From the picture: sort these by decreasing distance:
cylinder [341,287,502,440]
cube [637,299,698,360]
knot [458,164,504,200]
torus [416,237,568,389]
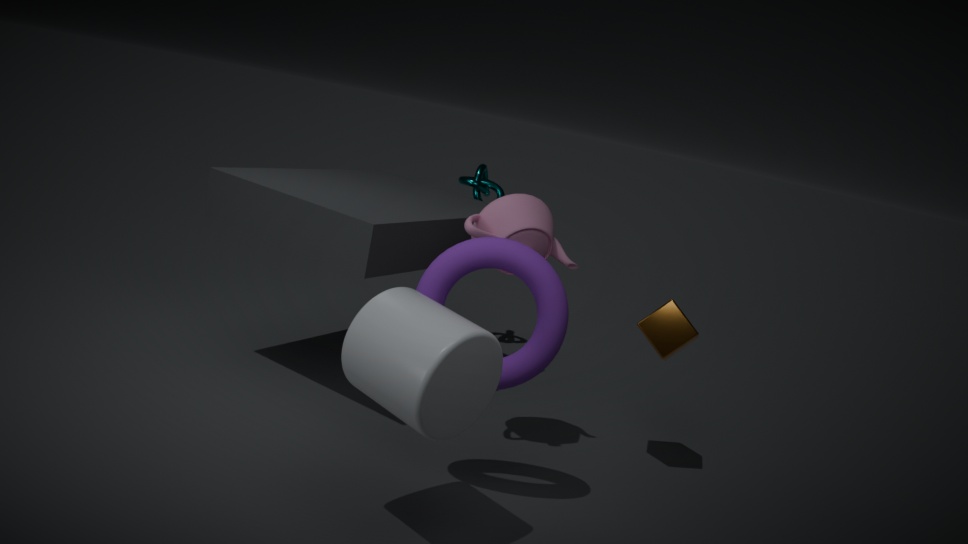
knot [458,164,504,200], cube [637,299,698,360], torus [416,237,568,389], cylinder [341,287,502,440]
